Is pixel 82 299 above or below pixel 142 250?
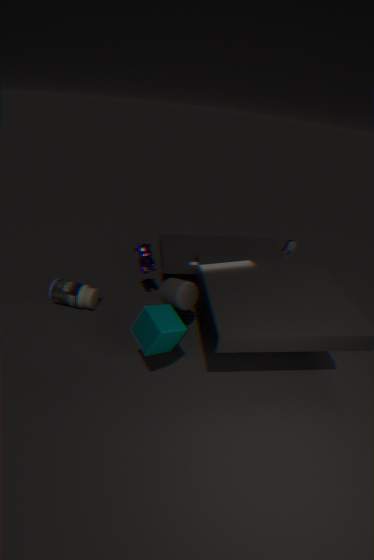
below
